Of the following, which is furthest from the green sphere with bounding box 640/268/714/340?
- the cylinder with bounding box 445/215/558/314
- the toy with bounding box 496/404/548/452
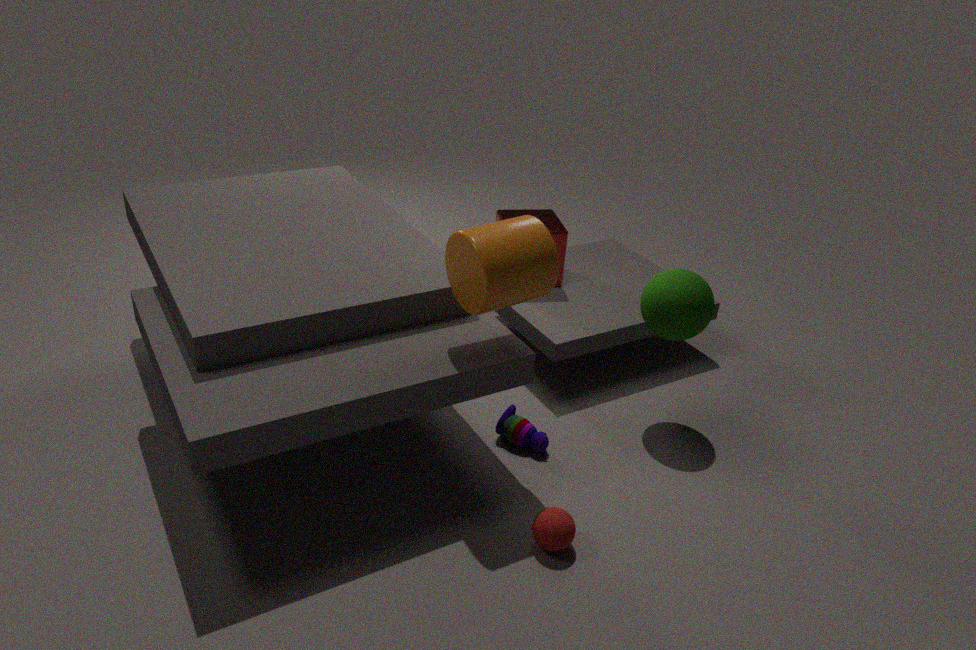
the toy with bounding box 496/404/548/452
